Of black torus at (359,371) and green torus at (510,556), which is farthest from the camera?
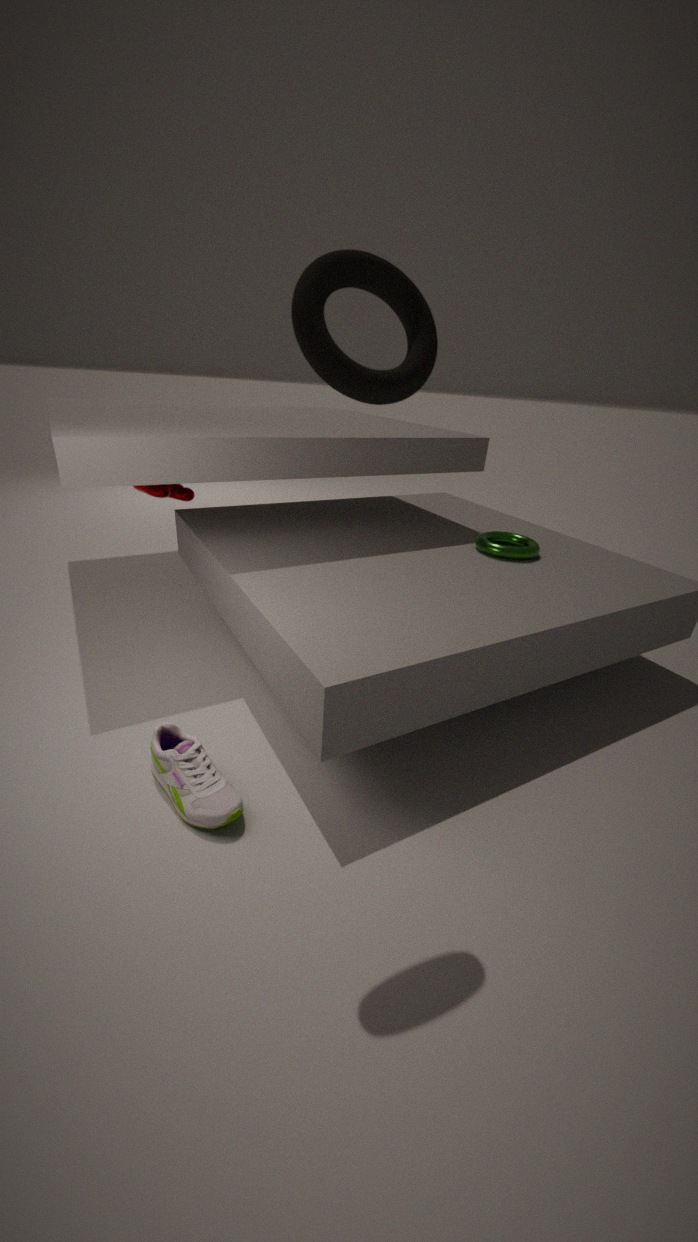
green torus at (510,556)
